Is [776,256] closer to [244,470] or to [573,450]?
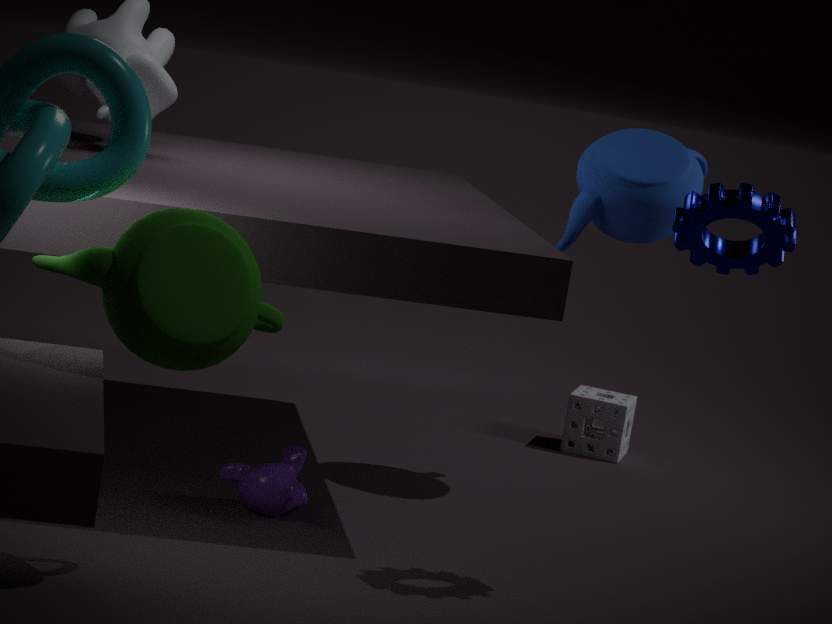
[244,470]
